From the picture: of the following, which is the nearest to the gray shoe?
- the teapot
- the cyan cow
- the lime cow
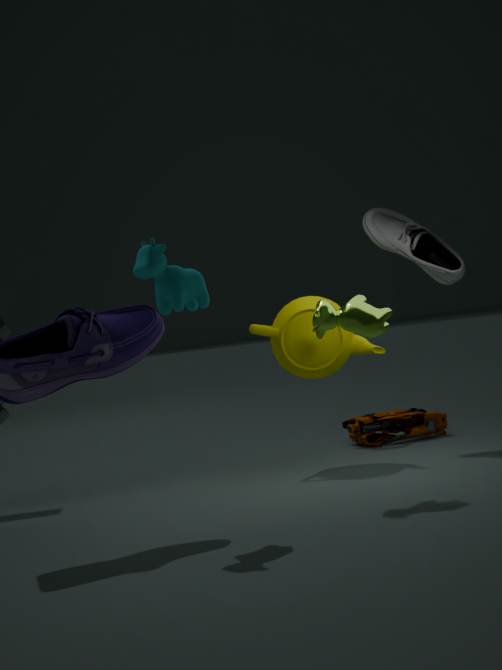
the teapot
